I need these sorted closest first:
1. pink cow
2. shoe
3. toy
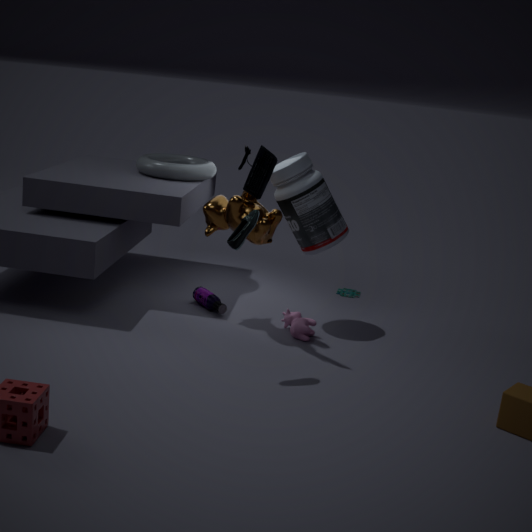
shoe → pink cow → toy
